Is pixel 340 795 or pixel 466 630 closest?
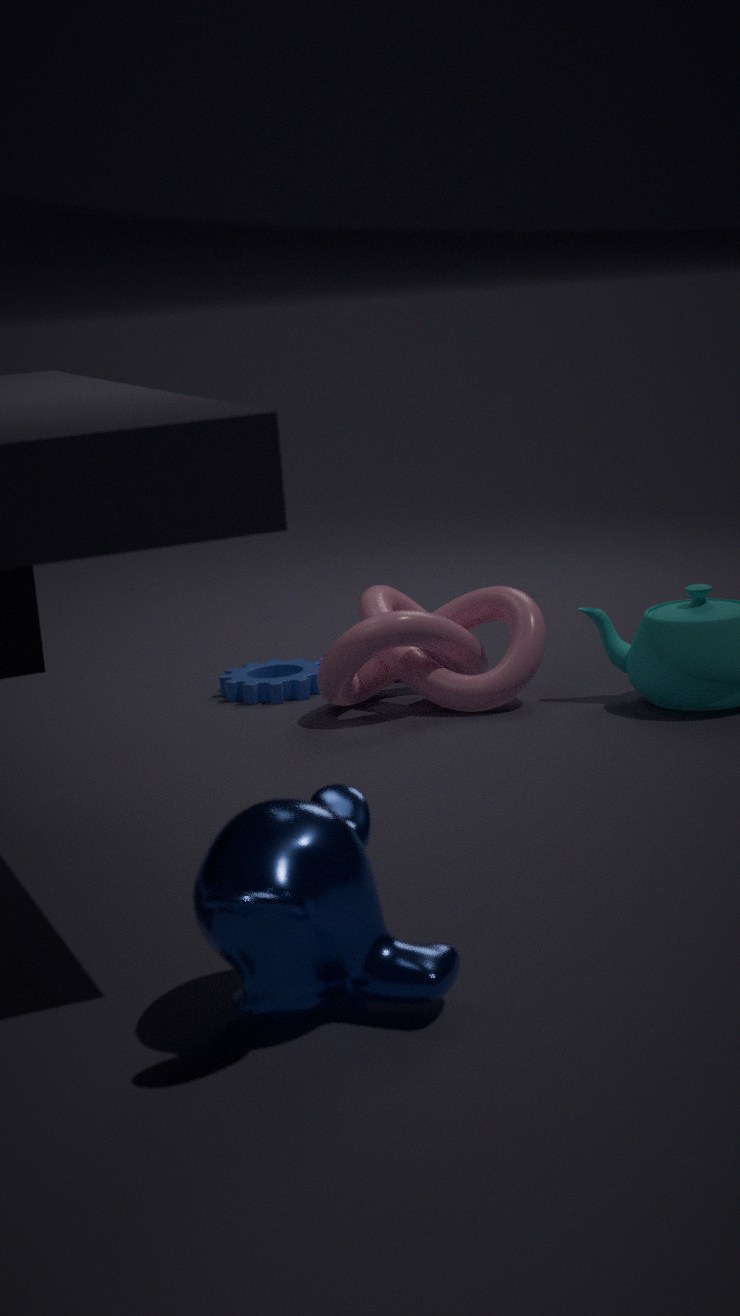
pixel 340 795
